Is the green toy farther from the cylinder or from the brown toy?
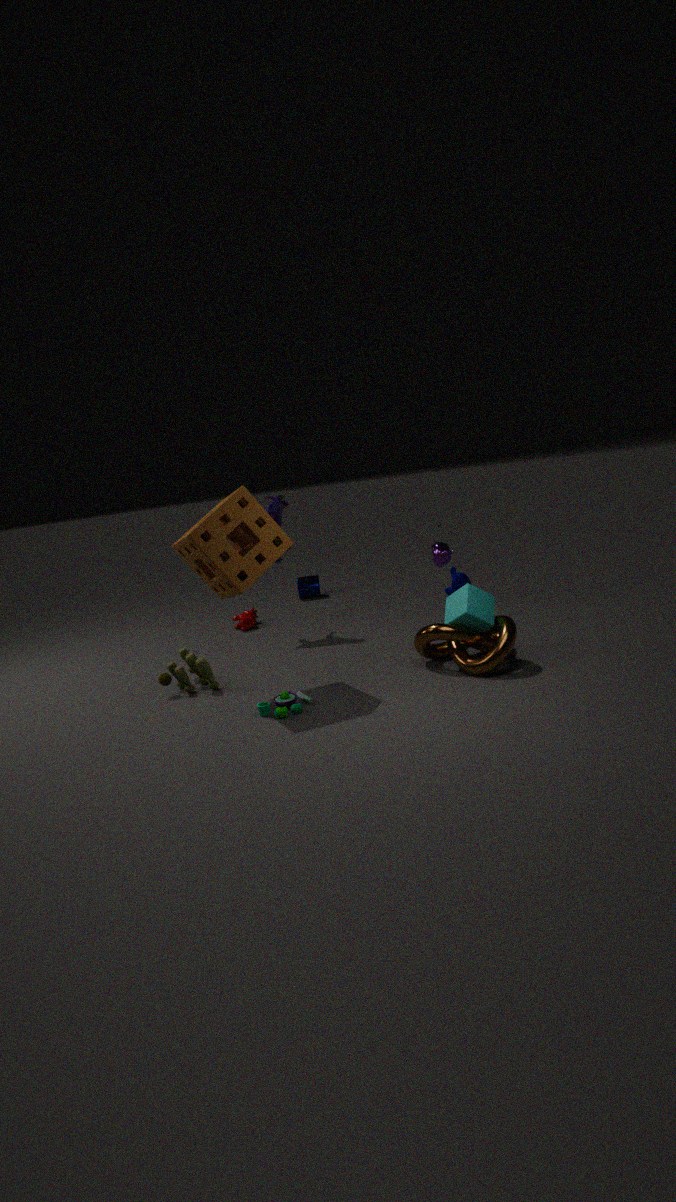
the cylinder
